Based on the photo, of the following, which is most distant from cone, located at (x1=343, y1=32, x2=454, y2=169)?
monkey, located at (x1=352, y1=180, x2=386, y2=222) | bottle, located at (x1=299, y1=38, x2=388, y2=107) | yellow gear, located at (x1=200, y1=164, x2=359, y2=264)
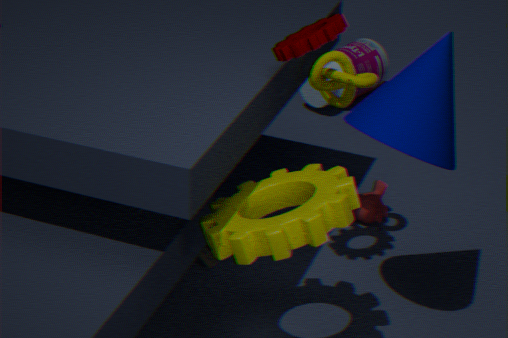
bottle, located at (x1=299, y1=38, x2=388, y2=107)
